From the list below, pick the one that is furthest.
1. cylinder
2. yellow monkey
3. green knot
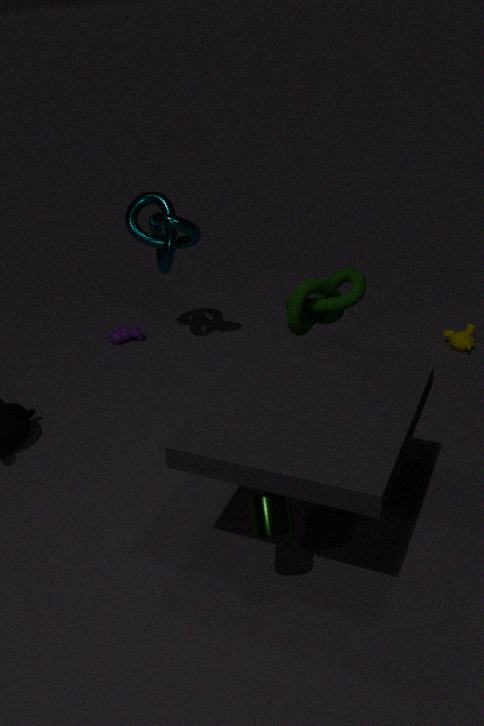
yellow monkey
